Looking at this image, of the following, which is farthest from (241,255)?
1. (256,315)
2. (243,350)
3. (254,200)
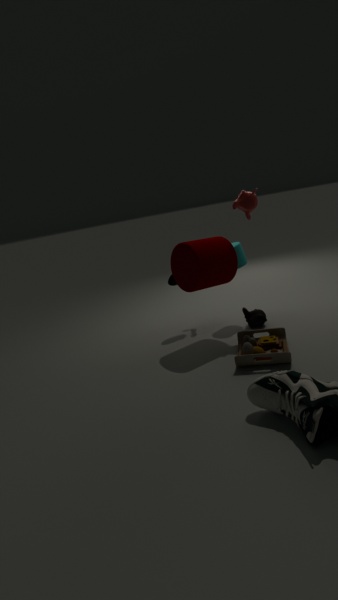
(243,350)
